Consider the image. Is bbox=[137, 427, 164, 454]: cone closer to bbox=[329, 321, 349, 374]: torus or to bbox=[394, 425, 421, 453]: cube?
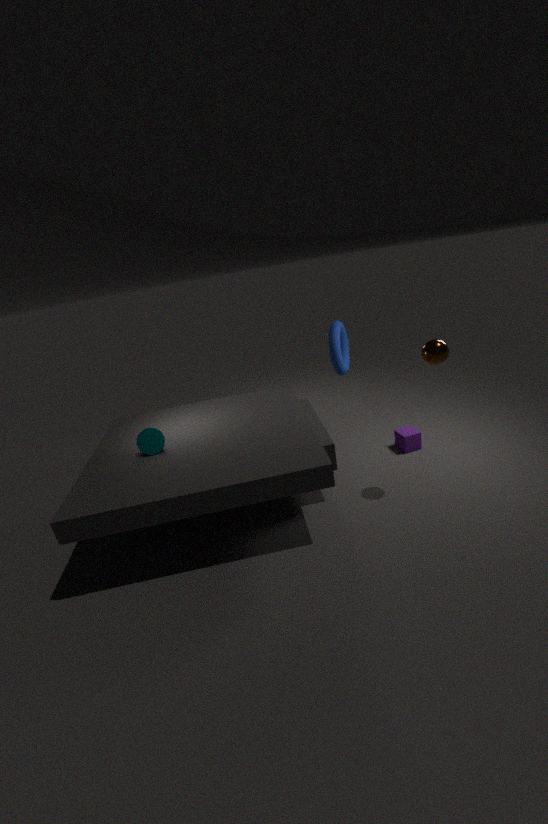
bbox=[329, 321, 349, 374]: torus
